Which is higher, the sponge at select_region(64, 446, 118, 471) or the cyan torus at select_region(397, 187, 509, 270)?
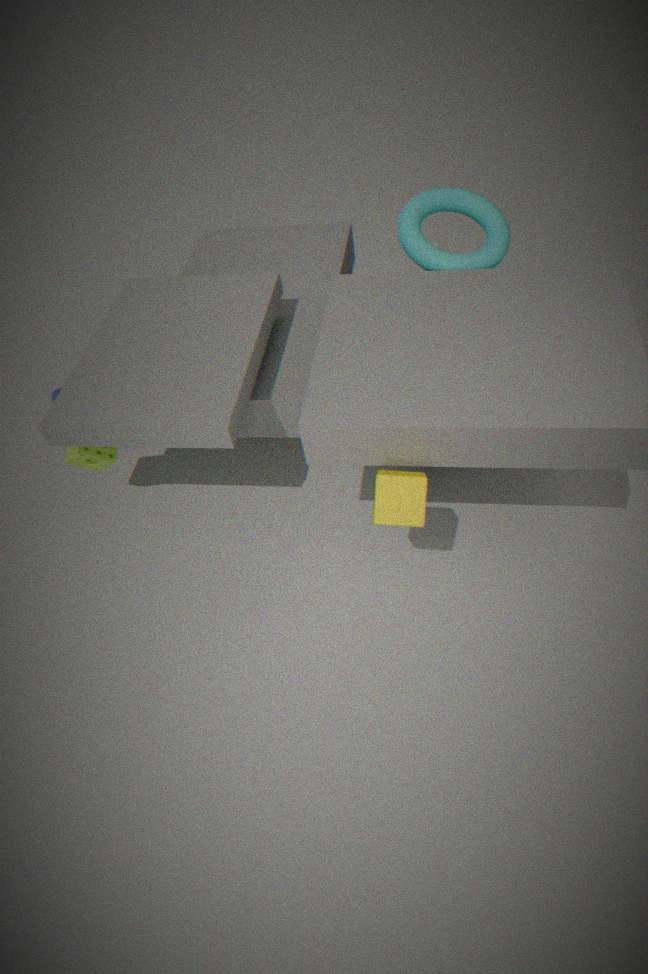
the cyan torus at select_region(397, 187, 509, 270)
